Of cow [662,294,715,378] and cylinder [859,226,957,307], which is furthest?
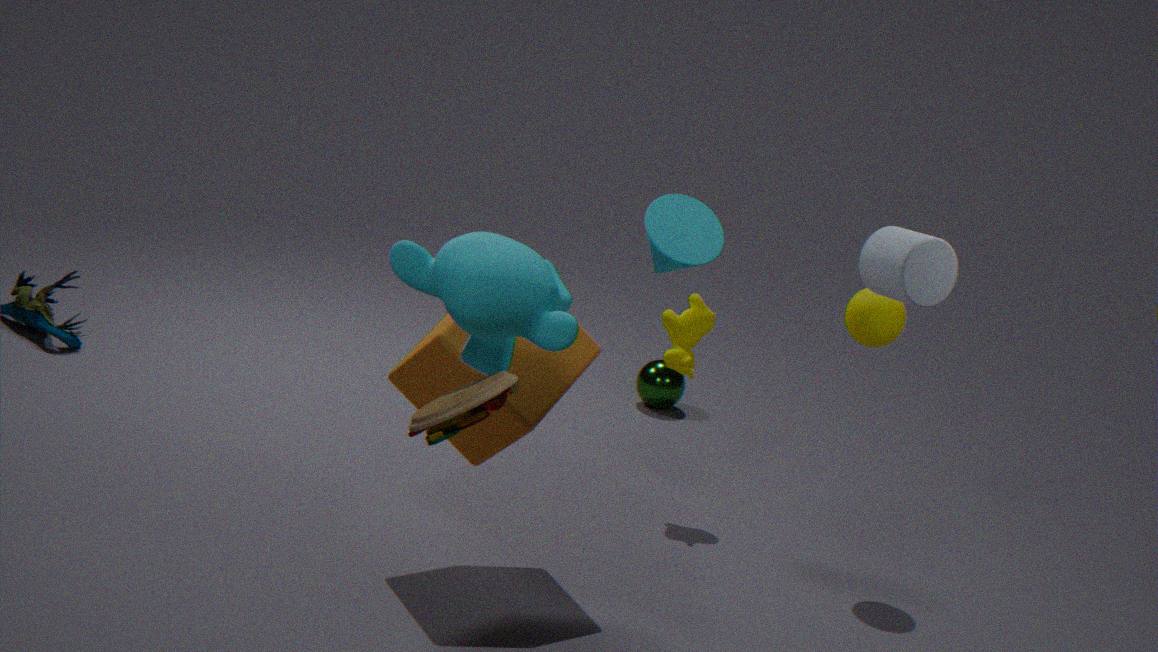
cow [662,294,715,378]
